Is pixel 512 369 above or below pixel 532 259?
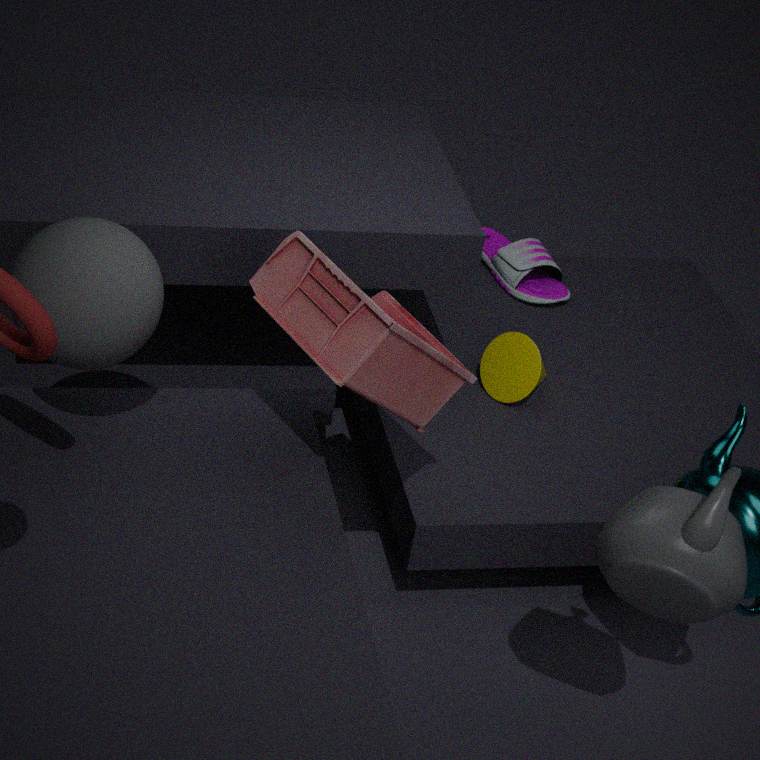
above
